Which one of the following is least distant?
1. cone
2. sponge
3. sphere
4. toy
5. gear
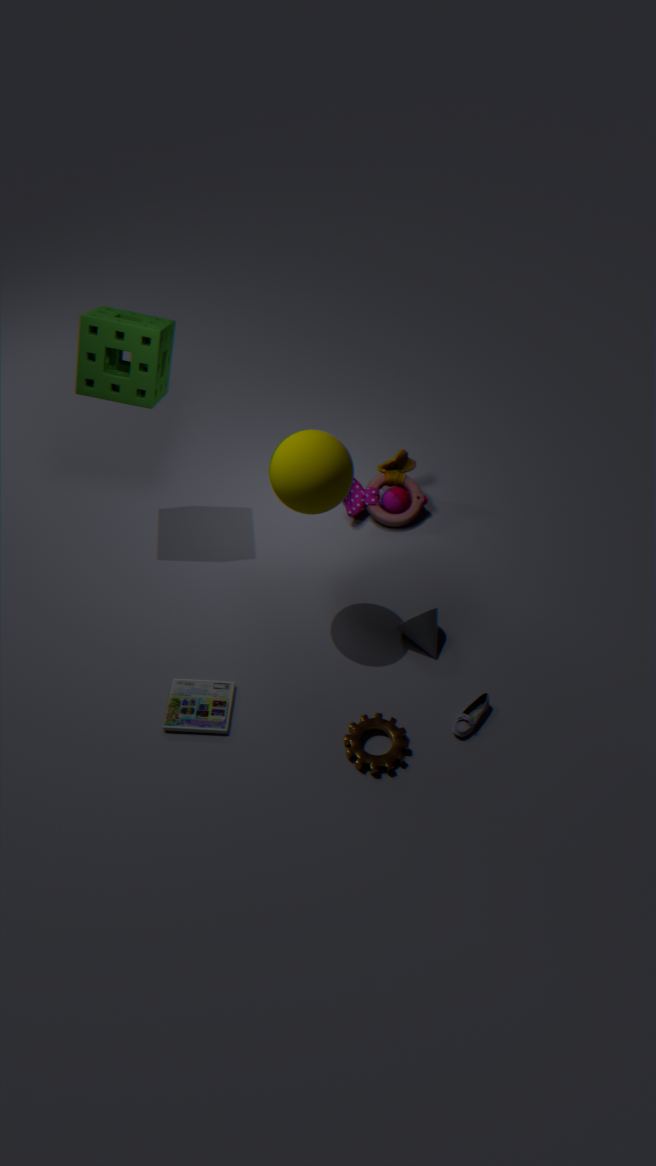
sphere
